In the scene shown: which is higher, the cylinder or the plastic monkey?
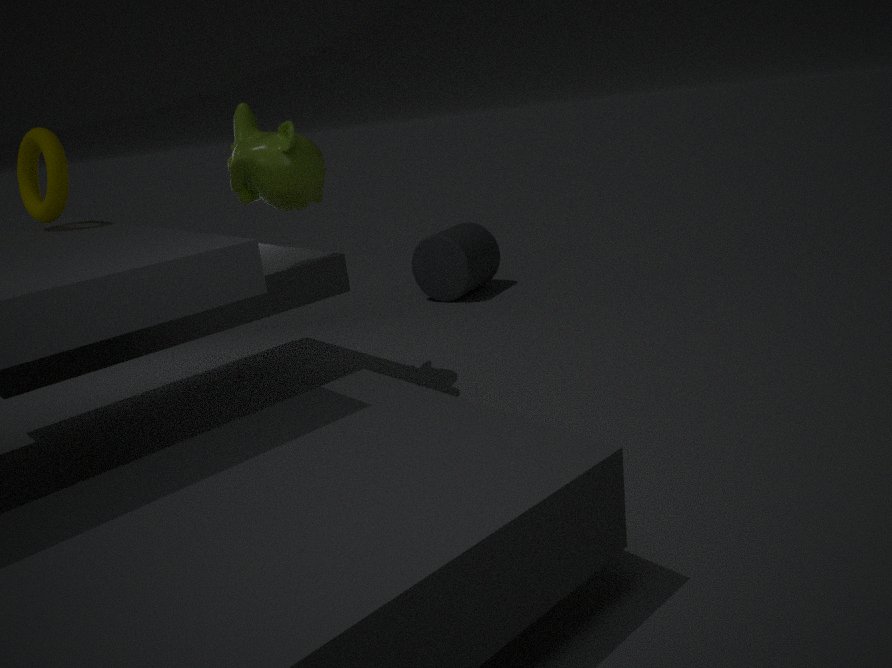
the plastic monkey
